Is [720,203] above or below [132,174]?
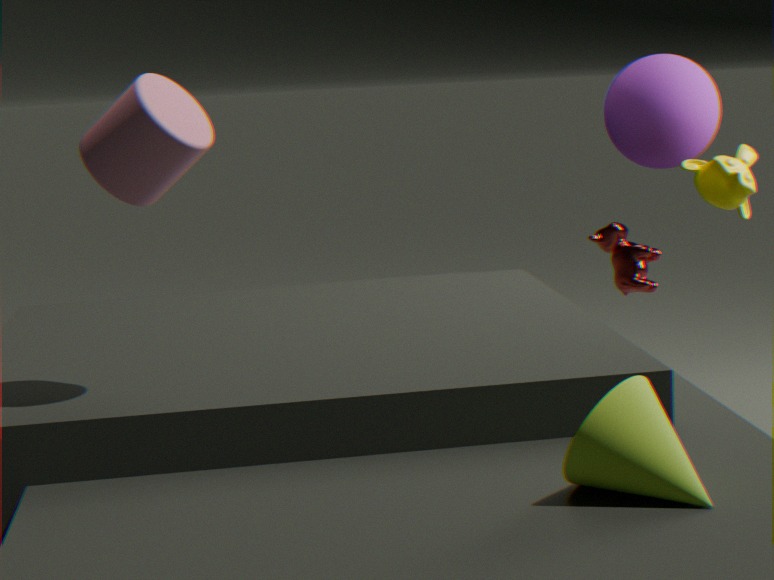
below
